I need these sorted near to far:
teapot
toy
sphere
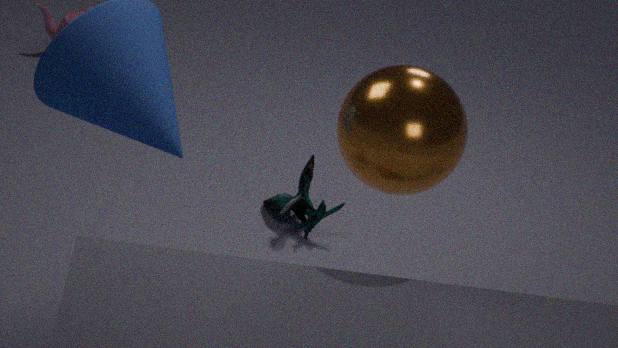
sphere < toy < teapot
